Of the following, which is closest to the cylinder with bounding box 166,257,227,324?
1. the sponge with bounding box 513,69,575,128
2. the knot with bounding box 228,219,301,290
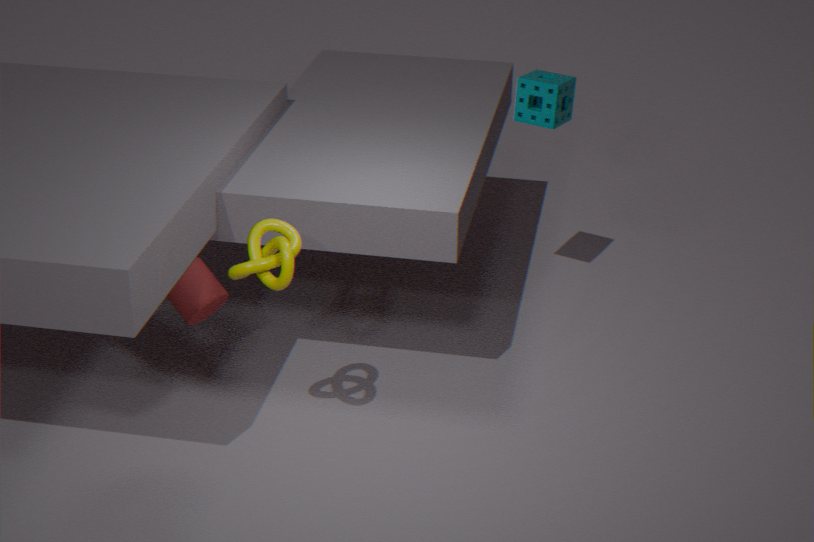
the knot with bounding box 228,219,301,290
